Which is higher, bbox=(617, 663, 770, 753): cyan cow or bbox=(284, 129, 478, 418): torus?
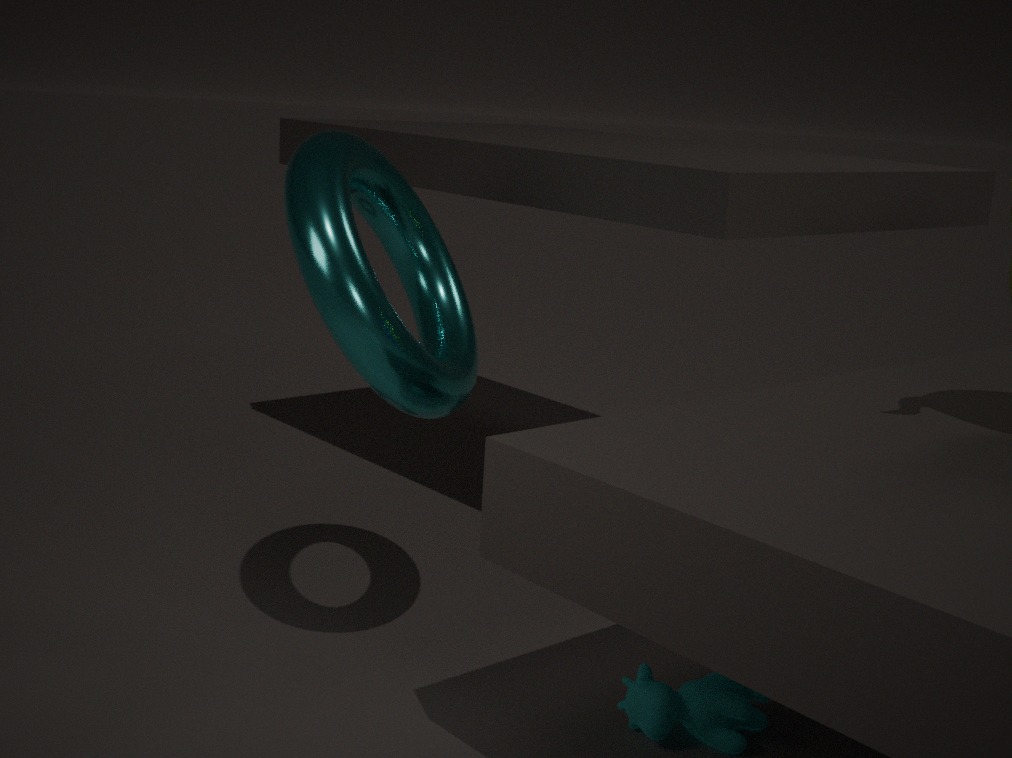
bbox=(284, 129, 478, 418): torus
